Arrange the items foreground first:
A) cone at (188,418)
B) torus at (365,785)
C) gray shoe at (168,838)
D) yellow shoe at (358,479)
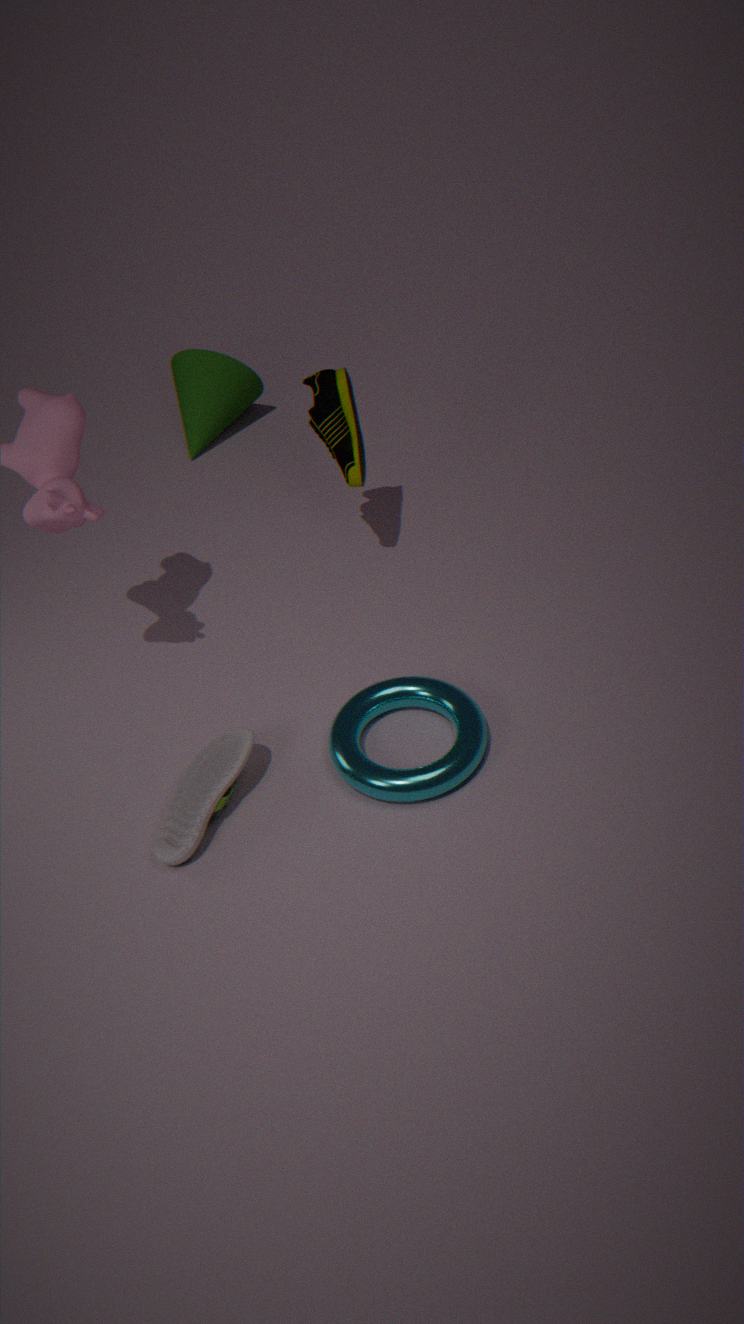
gray shoe at (168,838)
torus at (365,785)
yellow shoe at (358,479)
cone at (188,418)
